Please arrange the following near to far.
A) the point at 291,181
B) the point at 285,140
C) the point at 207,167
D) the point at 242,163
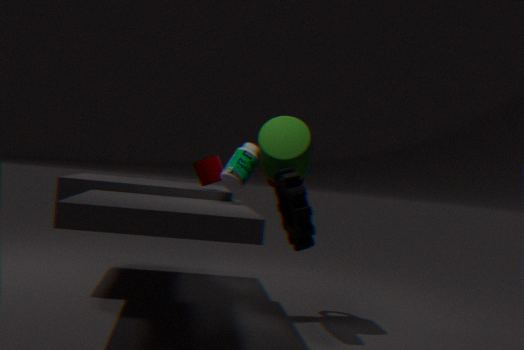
1. the point at 291,181
2. the point at 285,140
3. the point at 242,163
4. the point at 207,167
